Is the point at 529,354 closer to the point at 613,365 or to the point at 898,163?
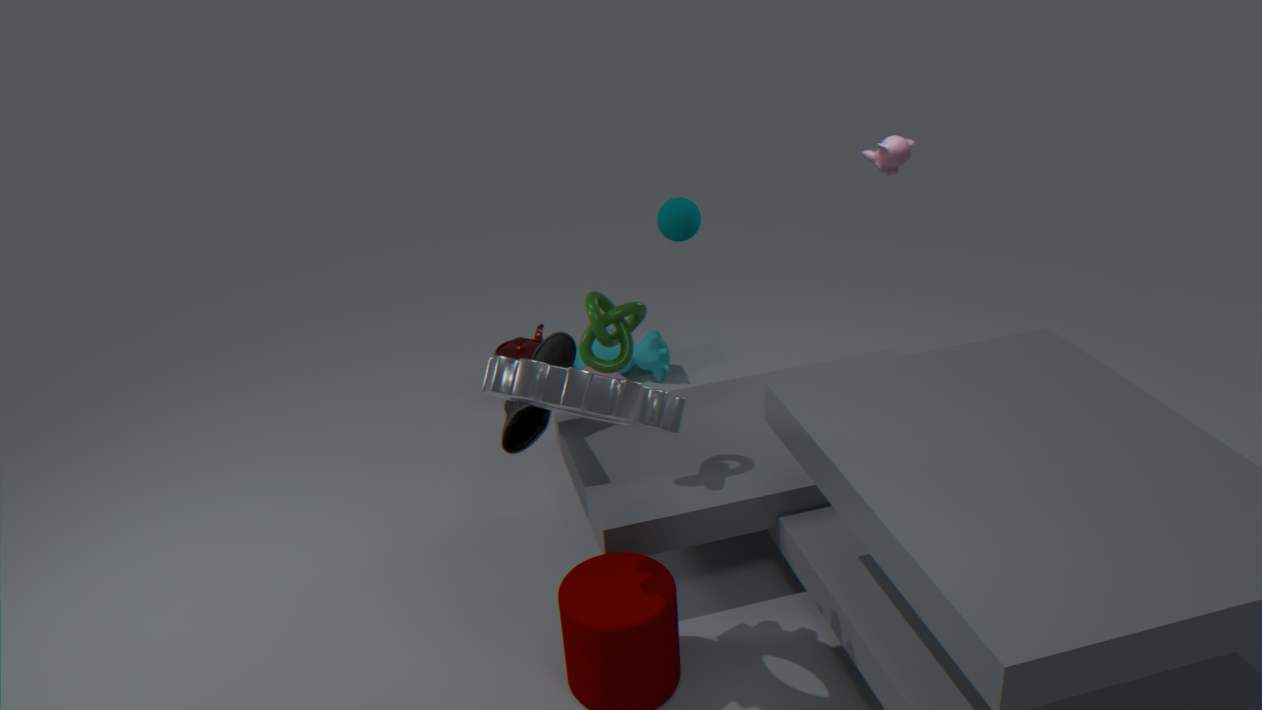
the point at 613,365
